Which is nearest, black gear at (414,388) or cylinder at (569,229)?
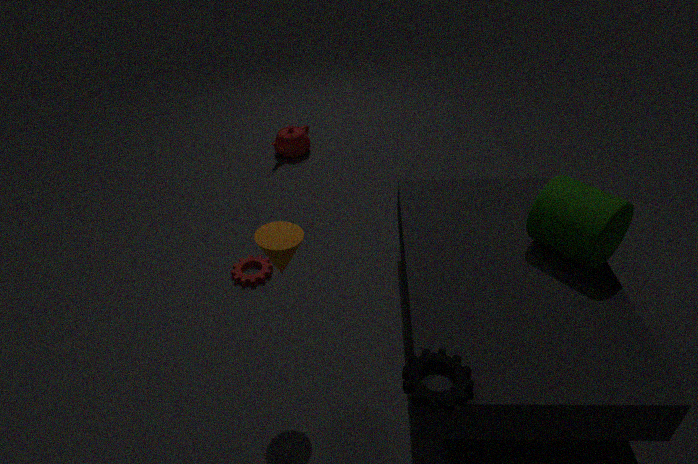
black gear at (414,388)
